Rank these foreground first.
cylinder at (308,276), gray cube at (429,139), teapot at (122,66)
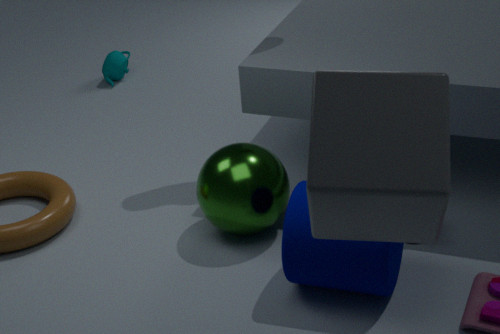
gray cube at (429,139) → cylinder at (308,276) → teapot at (122,66)
